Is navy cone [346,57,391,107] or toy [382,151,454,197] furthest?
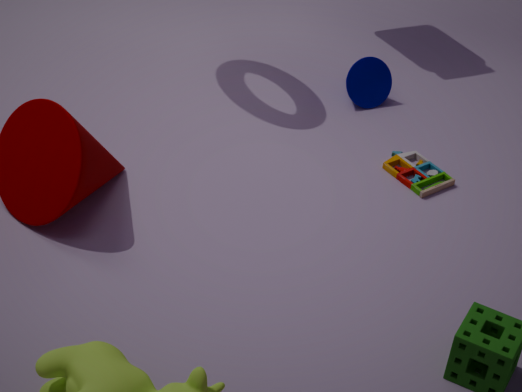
navy cone [346,57,391,107]
